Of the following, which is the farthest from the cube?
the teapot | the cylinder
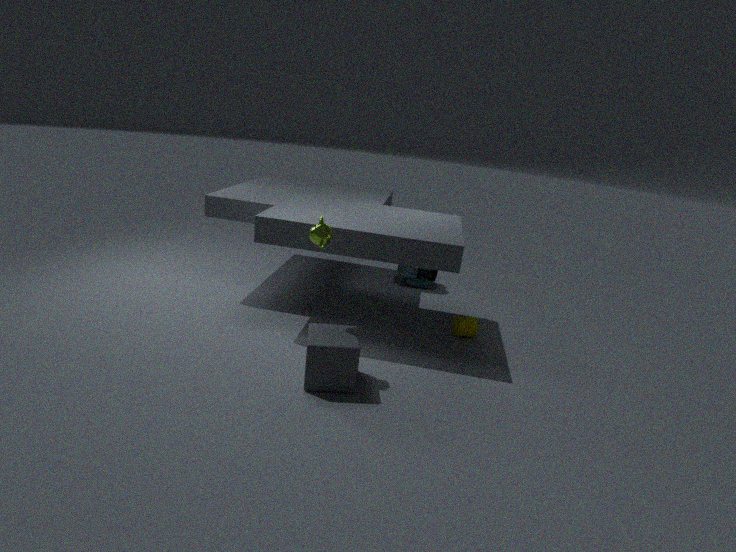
the cylinder
